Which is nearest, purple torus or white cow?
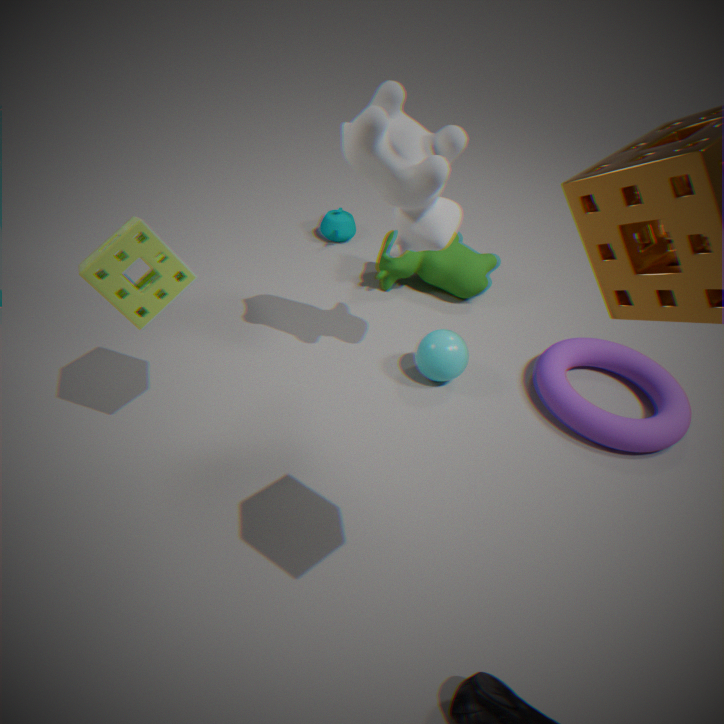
white cow
